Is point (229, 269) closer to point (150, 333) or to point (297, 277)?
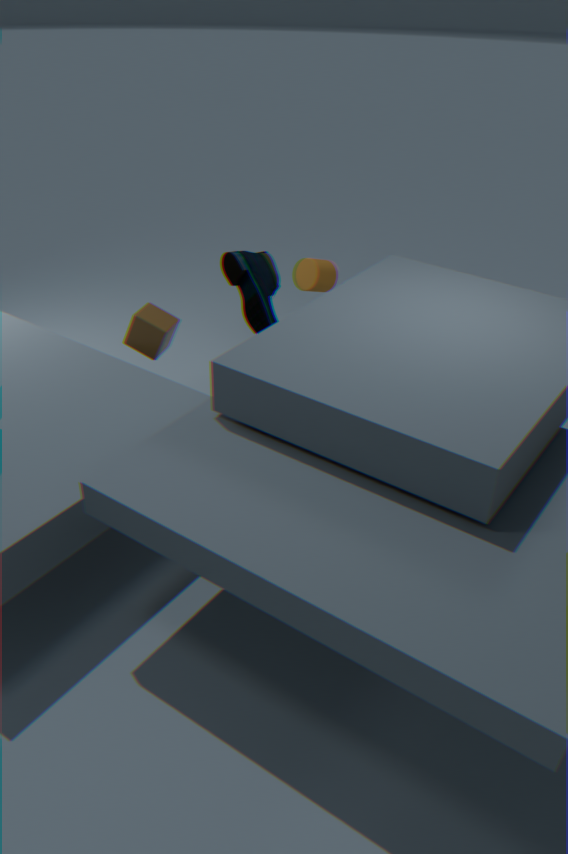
point (150, 333)
